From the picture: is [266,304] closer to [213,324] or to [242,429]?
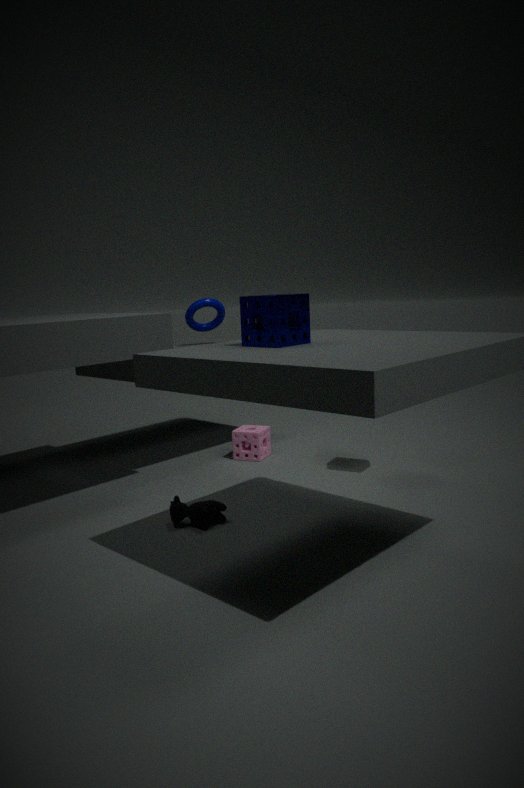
[242,429]
